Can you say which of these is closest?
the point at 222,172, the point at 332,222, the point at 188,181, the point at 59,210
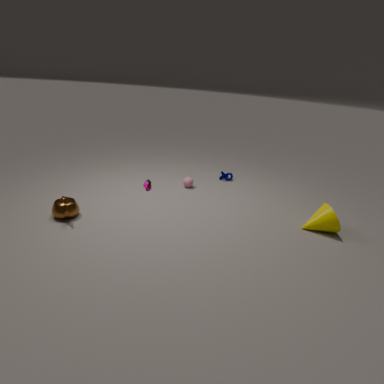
the point at 59,210
